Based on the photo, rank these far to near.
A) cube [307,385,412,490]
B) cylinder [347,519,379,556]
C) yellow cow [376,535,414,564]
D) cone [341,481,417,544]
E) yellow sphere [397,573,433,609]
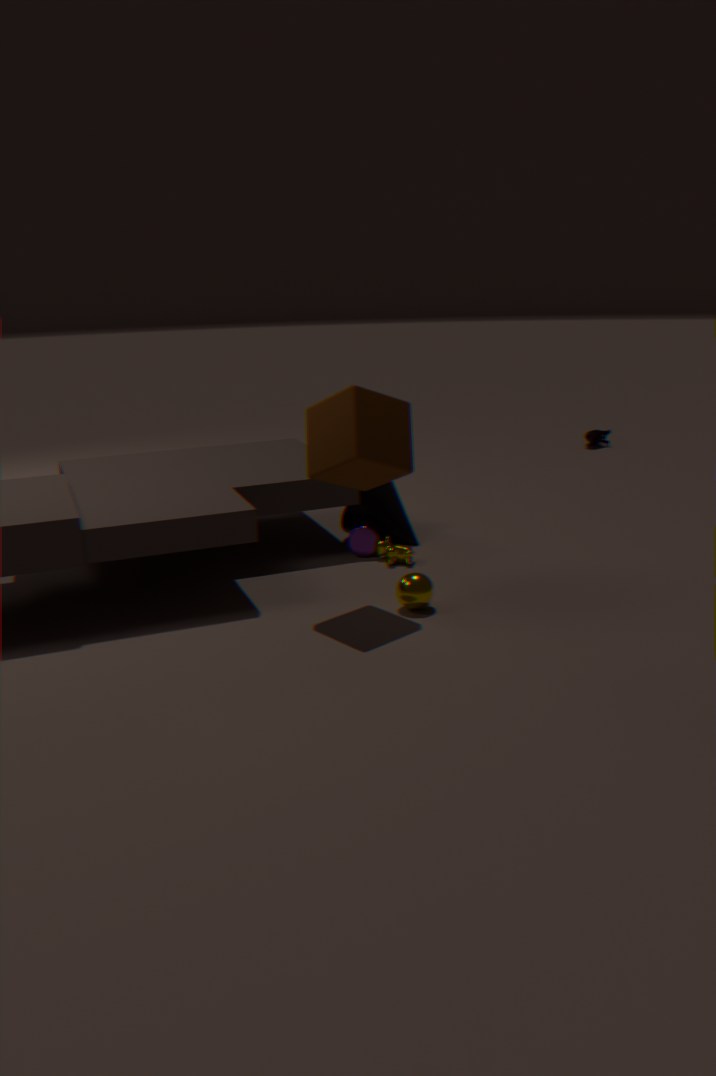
cone [341,481,417,544], cylinder [347,519,379,556], yellow cow [376,535,414,564], yellow sphere [397,573,433,609], cube [307,385,412,490]
